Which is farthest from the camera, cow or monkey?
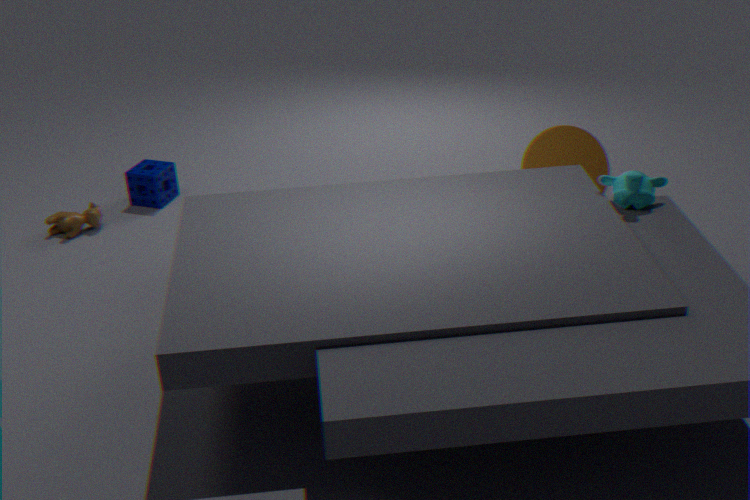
cow
